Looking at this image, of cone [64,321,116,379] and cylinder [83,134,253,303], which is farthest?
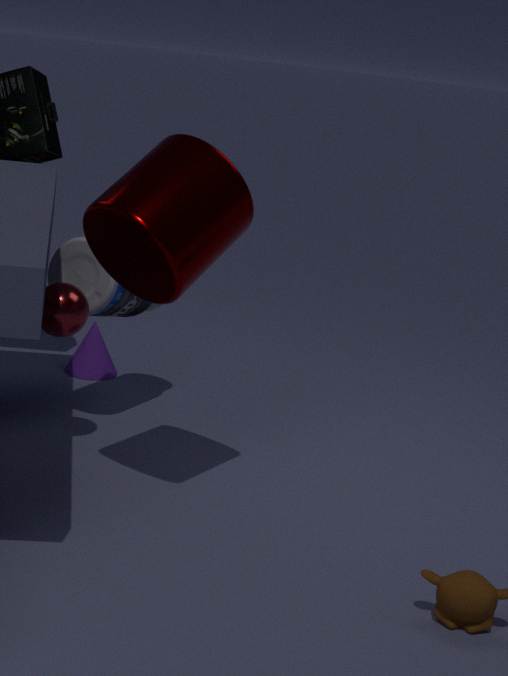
cone [64,321,116,379]
